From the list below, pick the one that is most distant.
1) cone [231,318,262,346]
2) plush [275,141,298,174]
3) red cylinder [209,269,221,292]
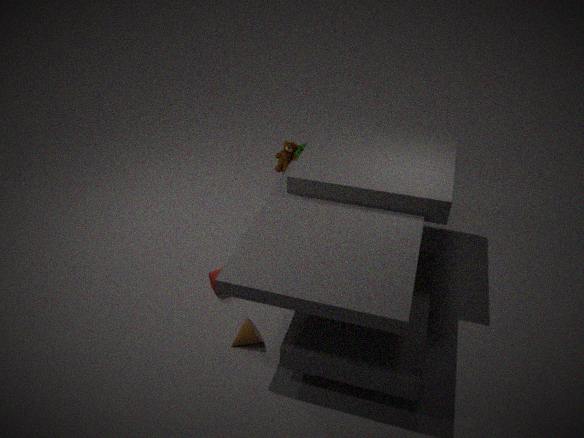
2. plush [275,141,298,174]
